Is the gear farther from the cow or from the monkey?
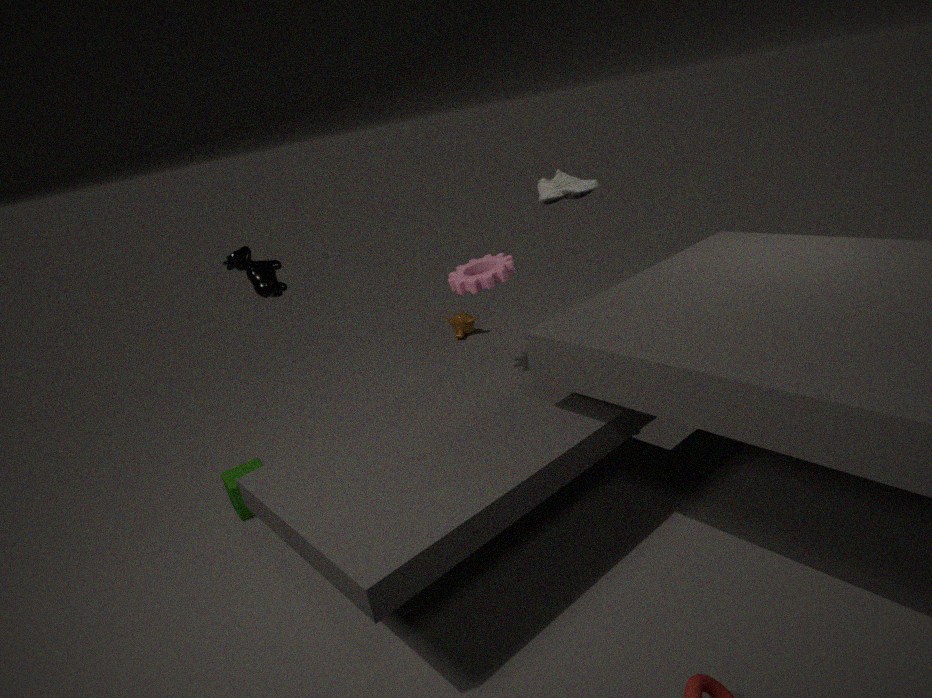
the monkey
